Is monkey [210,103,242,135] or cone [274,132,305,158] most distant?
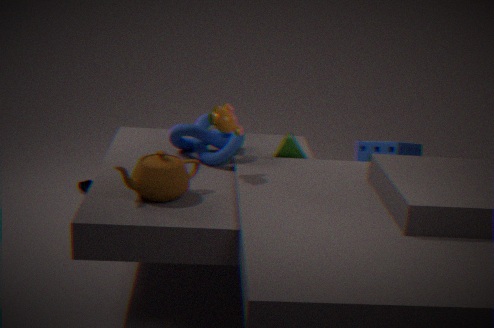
cone [274,132,305,158]
